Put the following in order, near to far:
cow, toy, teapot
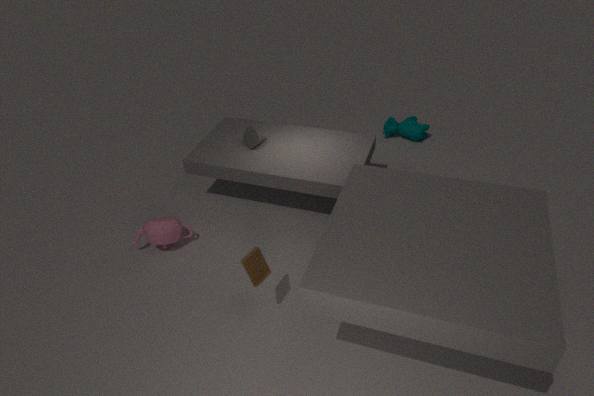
toy, teapot, cow
